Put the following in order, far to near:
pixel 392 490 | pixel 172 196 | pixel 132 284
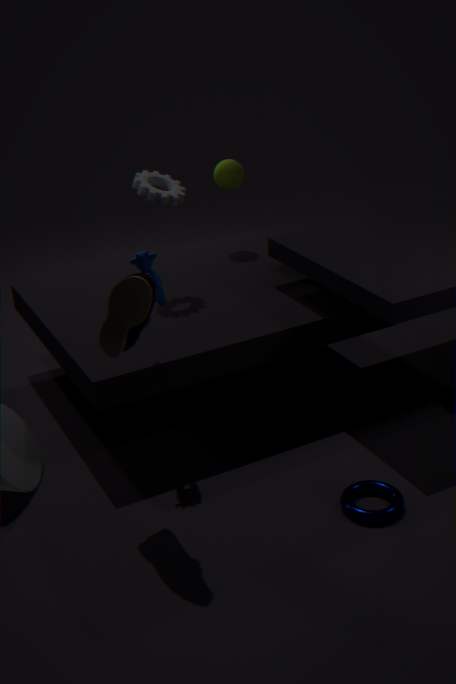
pixel 172 196
pixel 392 490
pixel 132 284
